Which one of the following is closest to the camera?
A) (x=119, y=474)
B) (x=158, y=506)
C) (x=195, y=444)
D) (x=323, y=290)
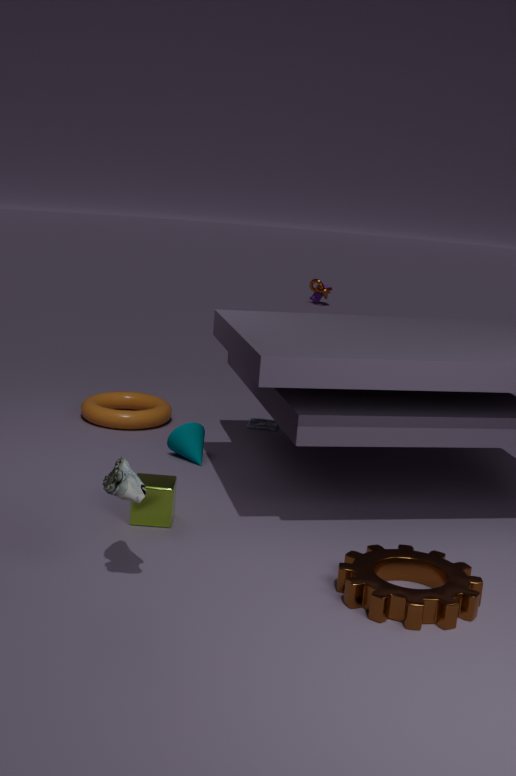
(x=119, y=474)
